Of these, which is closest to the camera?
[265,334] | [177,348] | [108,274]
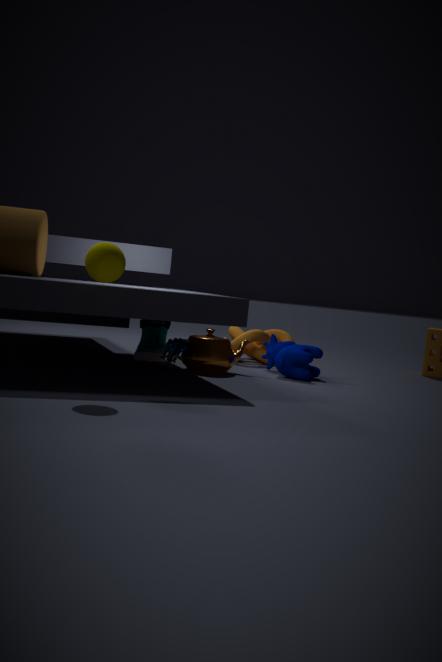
[108,274]
